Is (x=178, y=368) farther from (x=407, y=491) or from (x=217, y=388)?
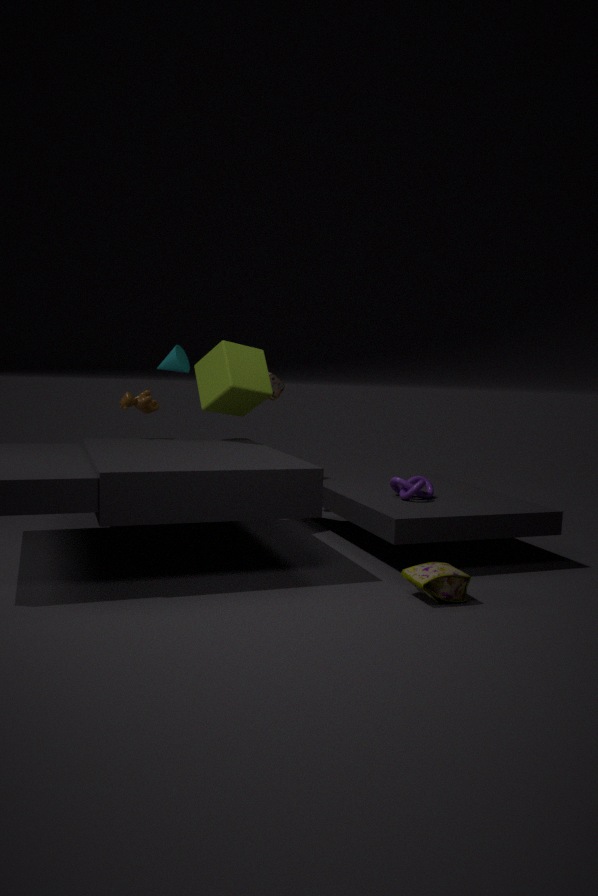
(x=407, y=491)
